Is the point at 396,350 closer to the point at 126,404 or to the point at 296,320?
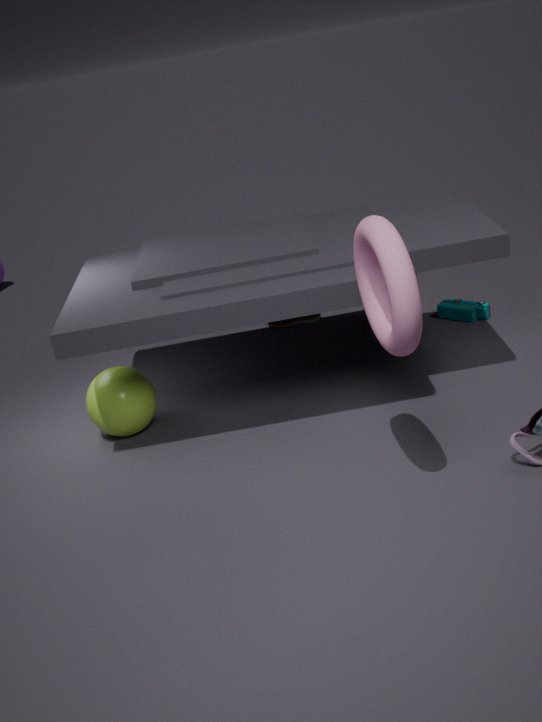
the point at 126,404
